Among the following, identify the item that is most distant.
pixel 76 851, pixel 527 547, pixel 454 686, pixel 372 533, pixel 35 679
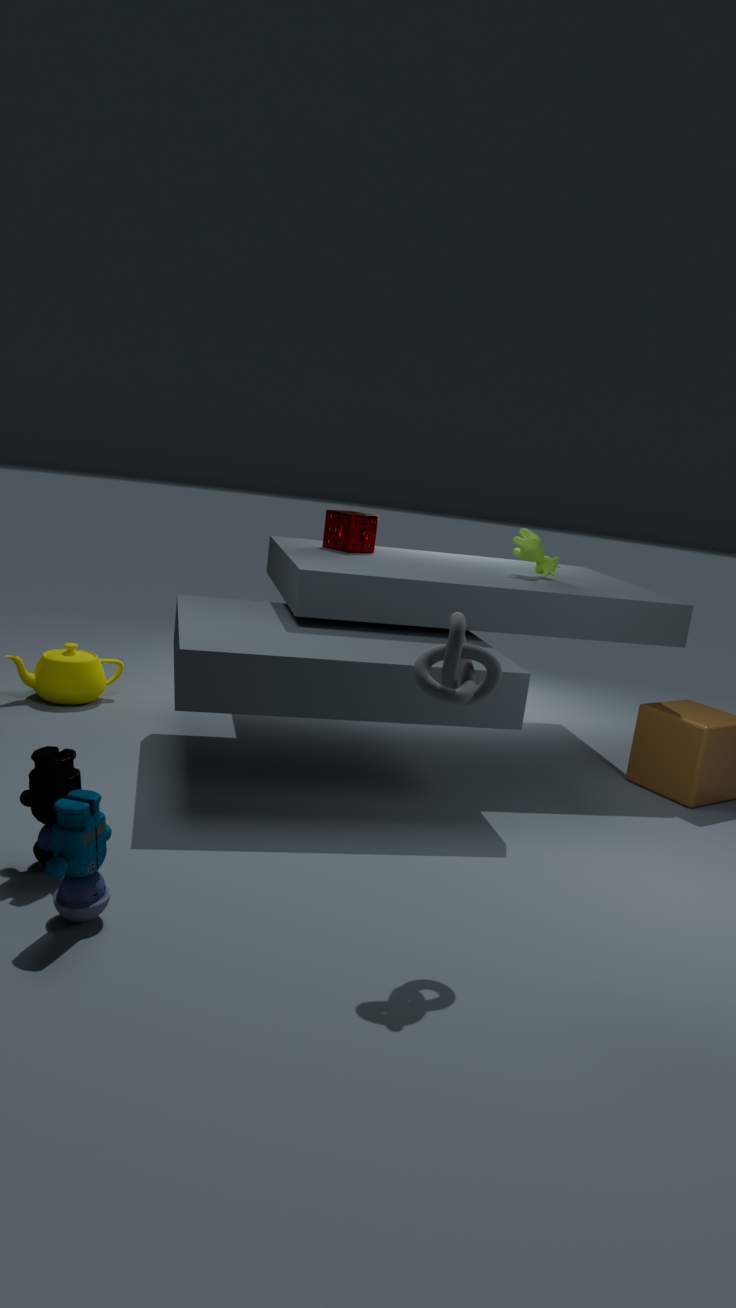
pixel 372 533
